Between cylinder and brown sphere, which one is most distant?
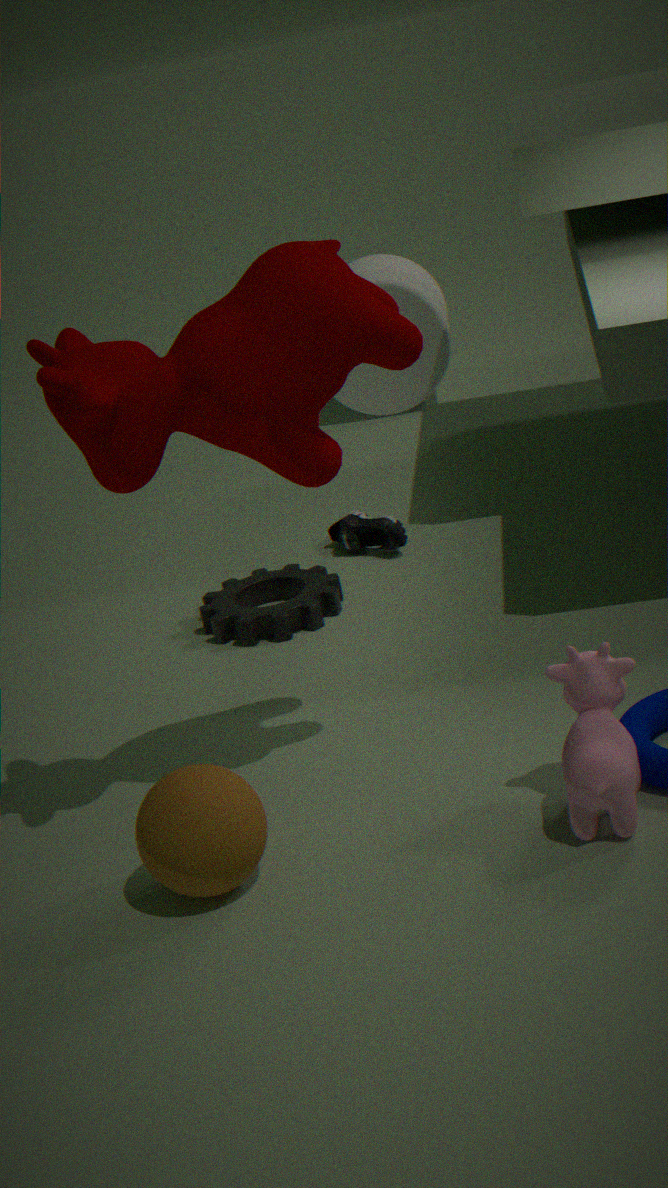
cylinder
